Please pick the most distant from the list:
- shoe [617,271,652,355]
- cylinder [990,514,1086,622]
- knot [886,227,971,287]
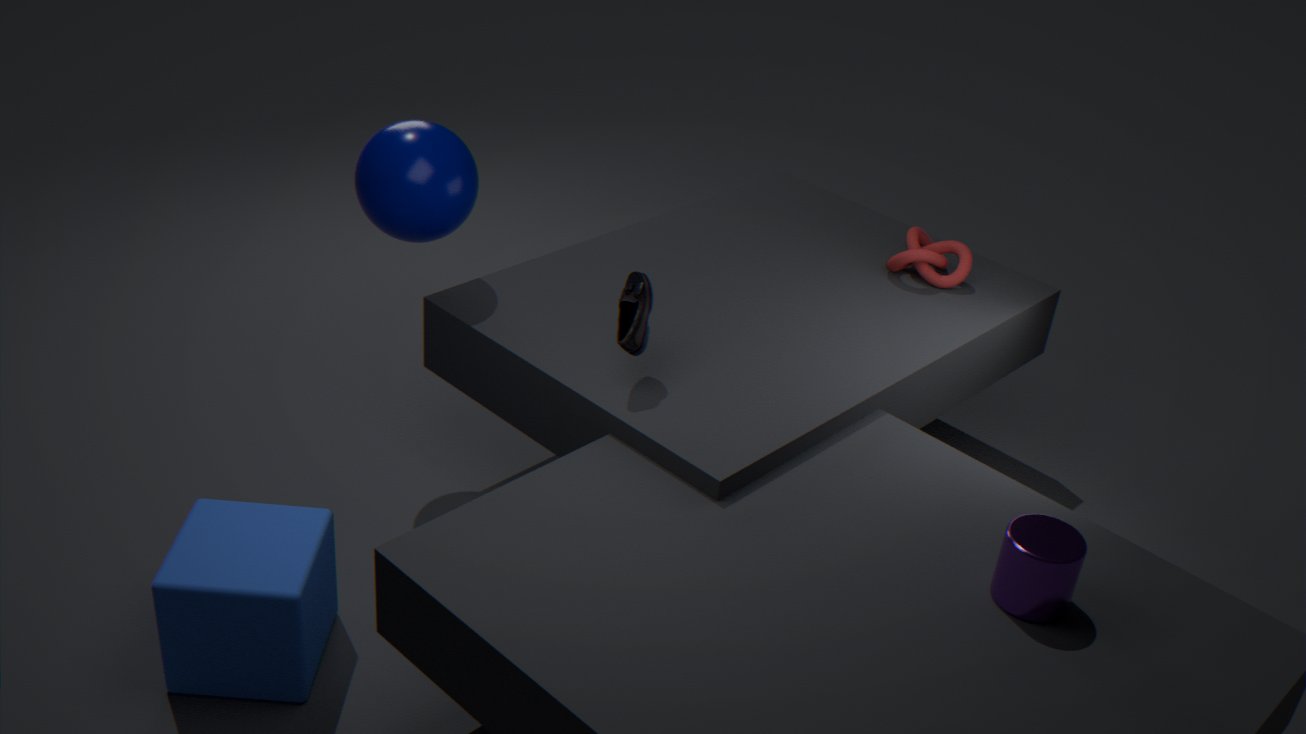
knot [886,227,971,287]
